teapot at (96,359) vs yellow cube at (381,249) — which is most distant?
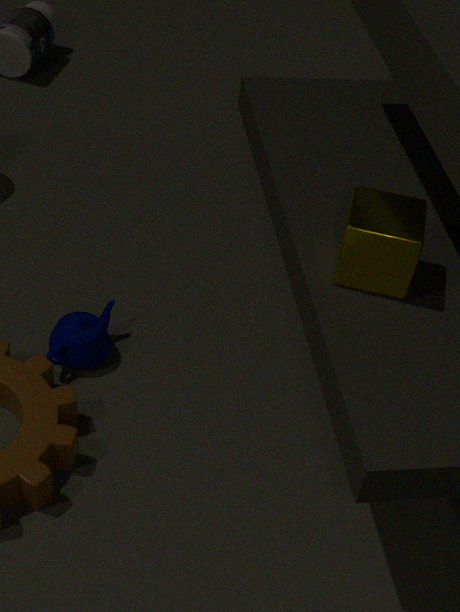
teapot at (96,359)
